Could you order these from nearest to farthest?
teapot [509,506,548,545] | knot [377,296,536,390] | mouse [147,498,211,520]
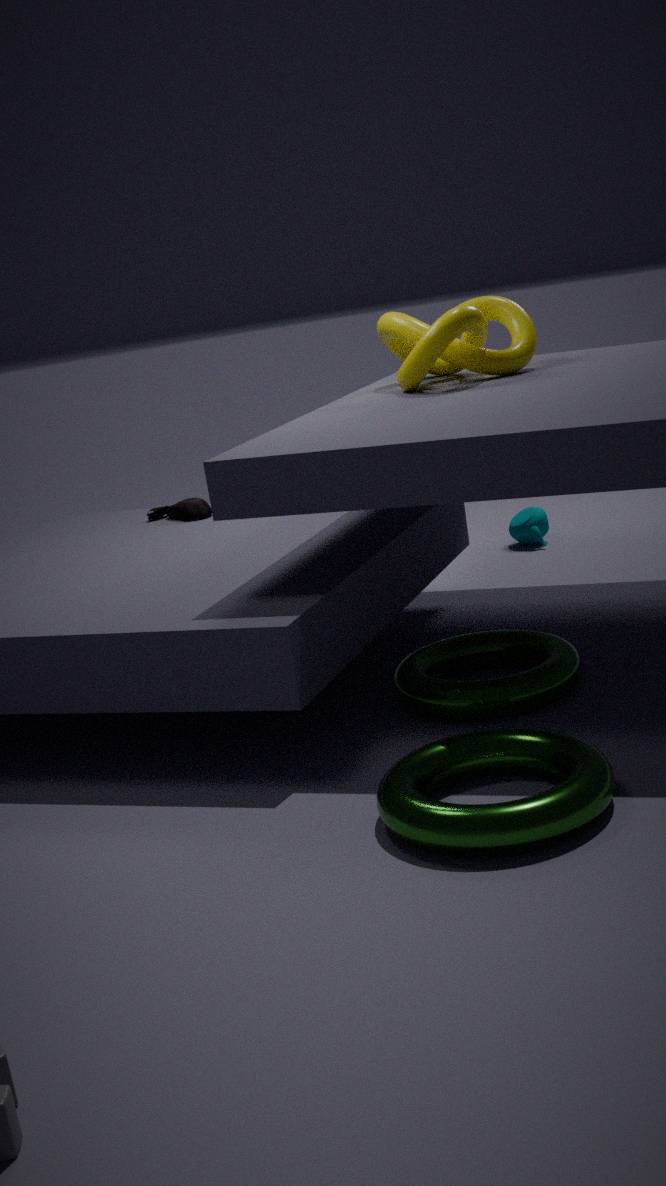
knot [377,296,536,390], mouse [147,498,211,520], teapot [509,506,548,545]
